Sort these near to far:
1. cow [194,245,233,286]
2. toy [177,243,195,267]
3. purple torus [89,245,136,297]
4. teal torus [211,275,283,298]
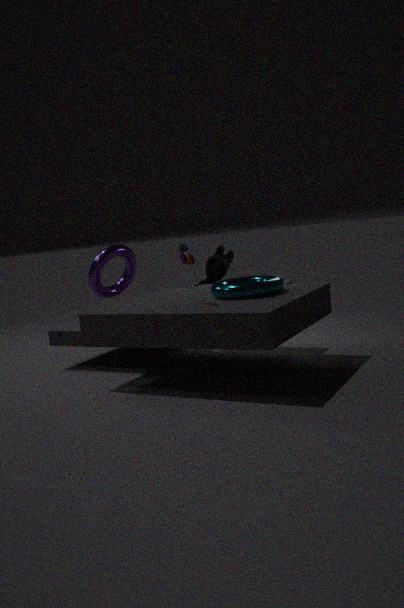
toy [177,243,195,267]
teal torus [211,275,283,298]
purple torus [89,245,136,297]
cow [194,245,233,286]
